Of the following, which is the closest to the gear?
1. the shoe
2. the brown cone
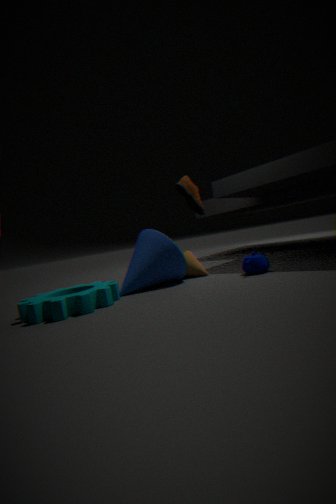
the brown cone
